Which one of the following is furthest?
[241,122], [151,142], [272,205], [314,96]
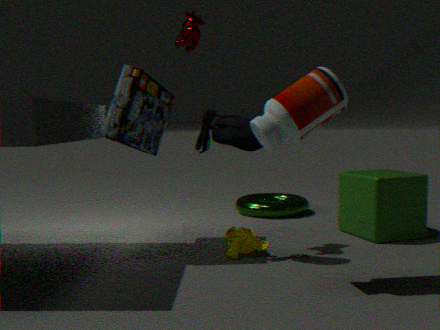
[272,205]
